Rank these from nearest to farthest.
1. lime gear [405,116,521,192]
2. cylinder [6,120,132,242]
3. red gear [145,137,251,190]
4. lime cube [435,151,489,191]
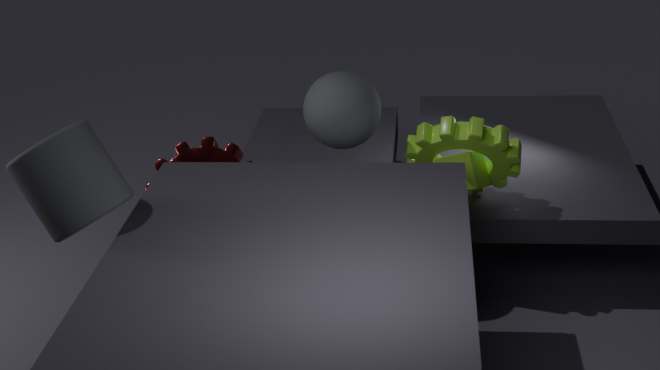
cylinder [6,120,132,242], lime gear [405,116,521,192], lime cube [435,151,489,191], red gear [145,137,251,190]
